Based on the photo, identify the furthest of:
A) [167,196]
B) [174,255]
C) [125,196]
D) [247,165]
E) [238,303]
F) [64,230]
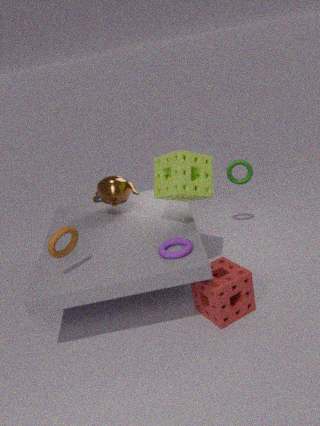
D. [247,165]
